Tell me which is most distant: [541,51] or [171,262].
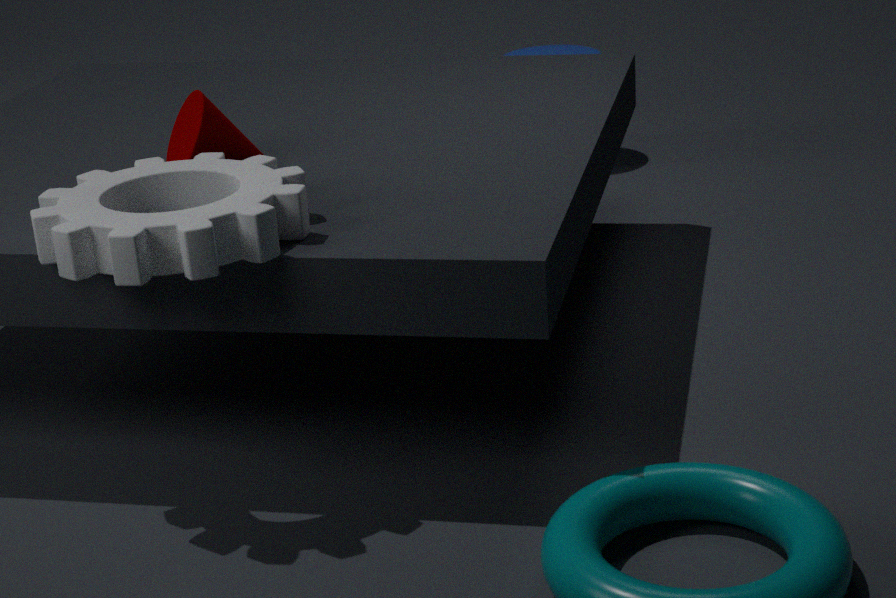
[541,51]
